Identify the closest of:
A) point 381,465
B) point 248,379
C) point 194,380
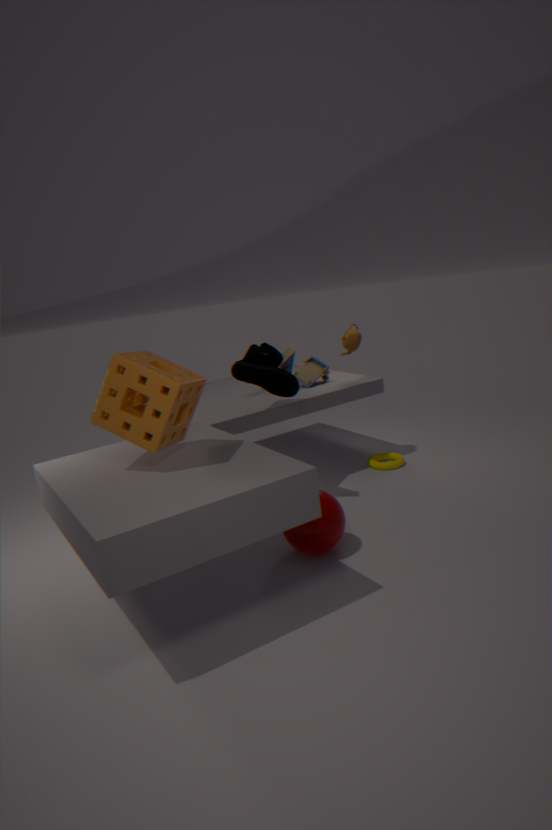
point 194,380
